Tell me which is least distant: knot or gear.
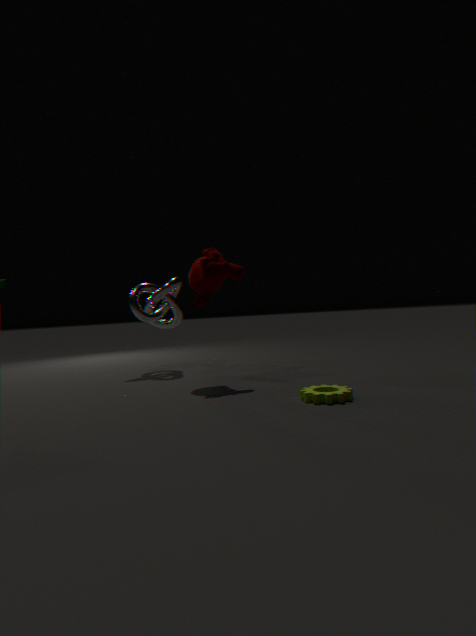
gear
